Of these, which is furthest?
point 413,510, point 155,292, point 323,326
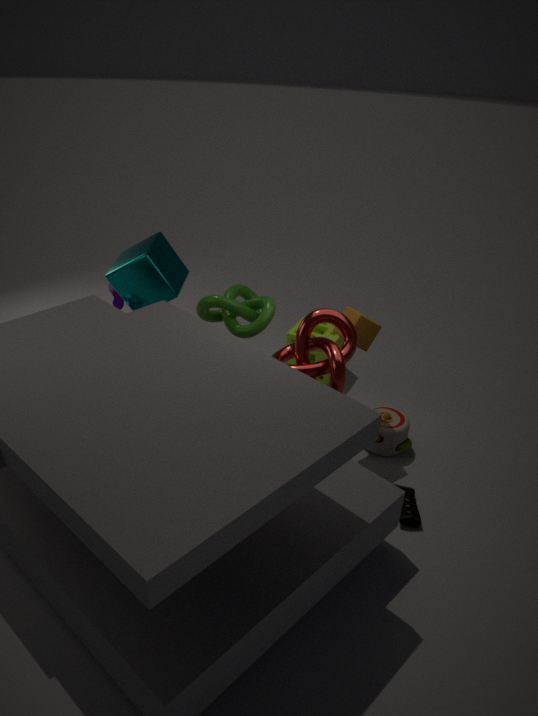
point 323,326
